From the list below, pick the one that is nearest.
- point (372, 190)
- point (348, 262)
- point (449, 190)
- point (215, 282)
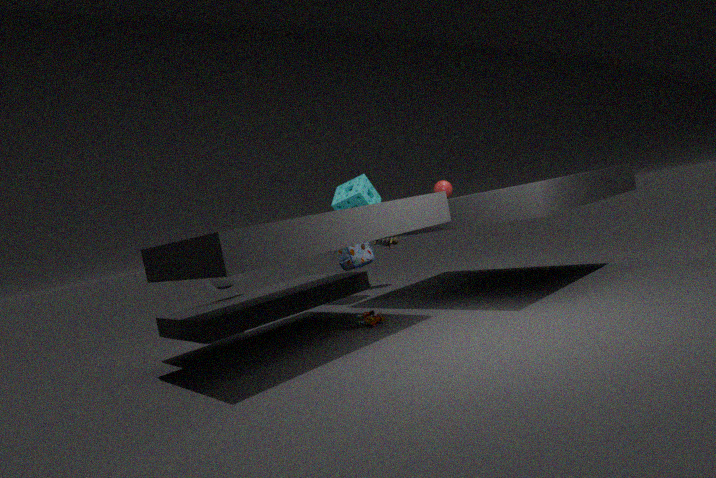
Answer: point (215, 282)
